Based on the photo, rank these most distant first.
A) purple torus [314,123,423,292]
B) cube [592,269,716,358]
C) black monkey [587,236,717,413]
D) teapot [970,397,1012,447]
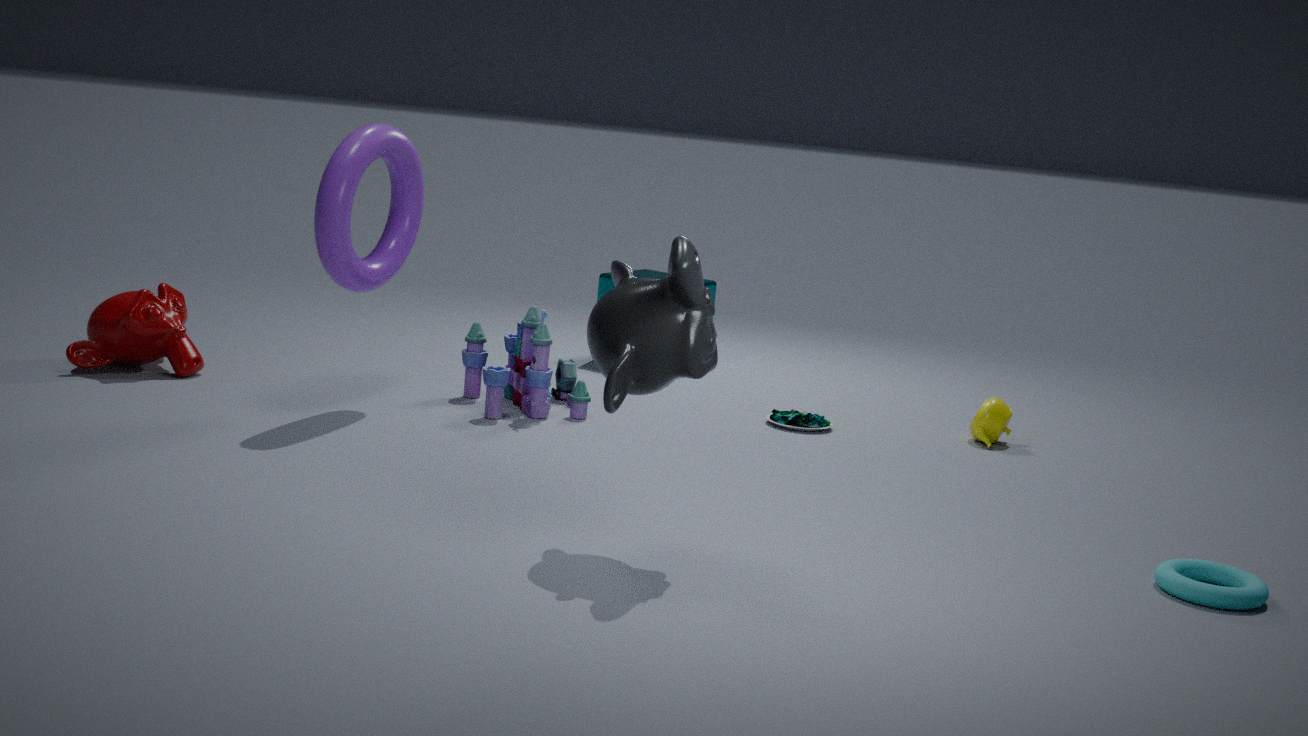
cube [592,269,716,358], teapot [970,397,1012,447], purple torus [314,123,423,292], black monkey [587,236,717,413]
